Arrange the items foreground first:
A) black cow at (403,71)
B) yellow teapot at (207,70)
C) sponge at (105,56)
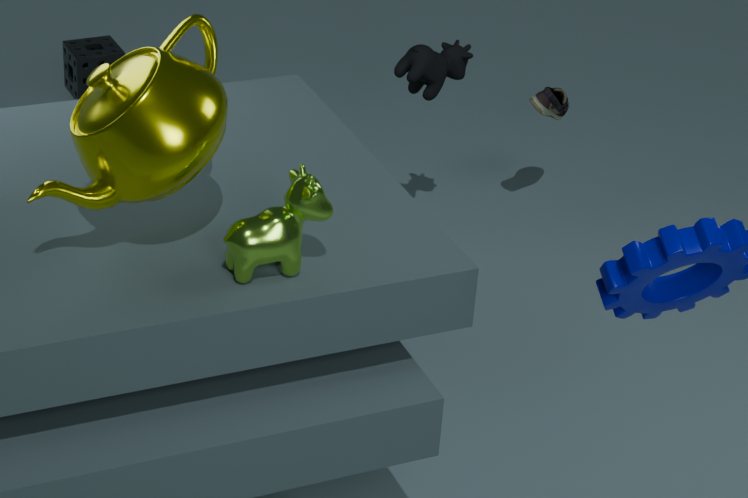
yellow teapot at (207,70) < black cow at (403,71) < sponge at (105,56)
